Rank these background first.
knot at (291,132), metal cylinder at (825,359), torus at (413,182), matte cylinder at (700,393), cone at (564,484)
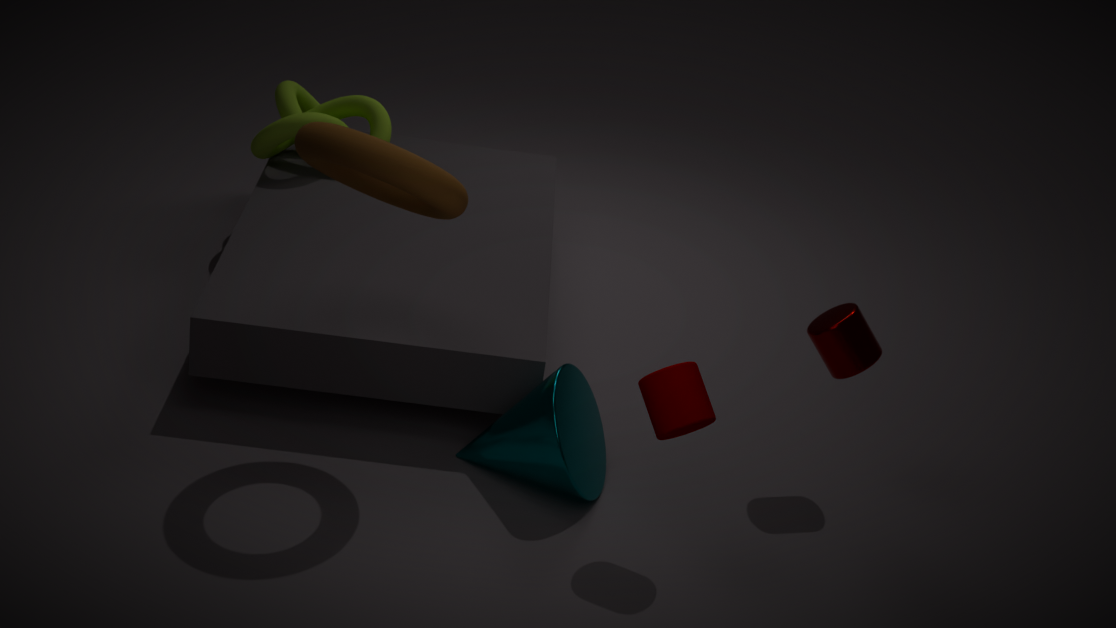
knot at (291,132) < metal cylinder at (825,359) < cone at (564,484) < matte cylinder at (700,393) < torus at (413,182)
